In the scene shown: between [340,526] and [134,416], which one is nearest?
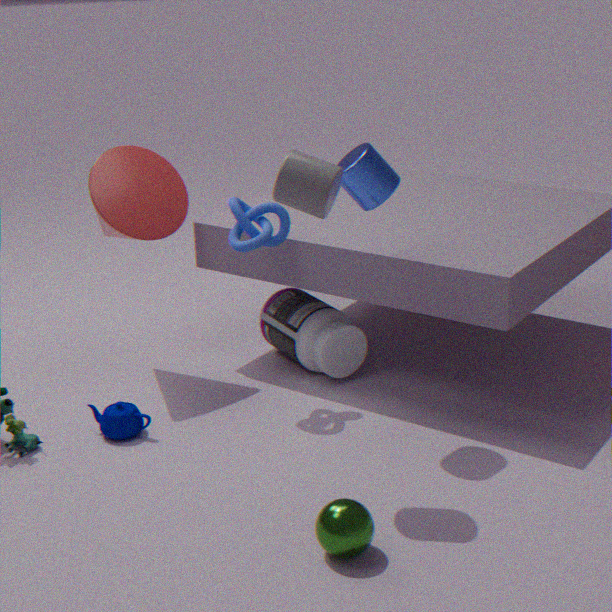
[340,526]
